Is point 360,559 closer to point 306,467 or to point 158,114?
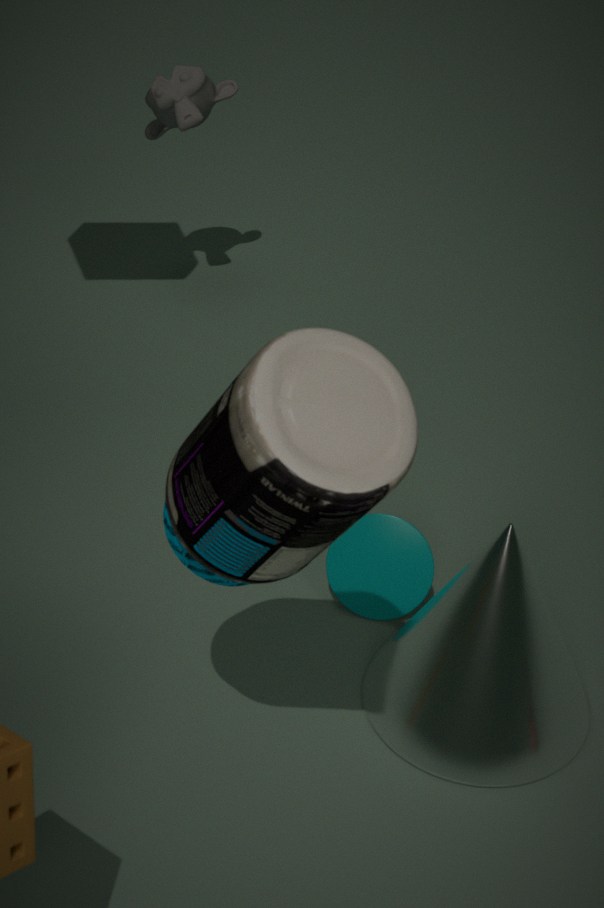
point 306,467
